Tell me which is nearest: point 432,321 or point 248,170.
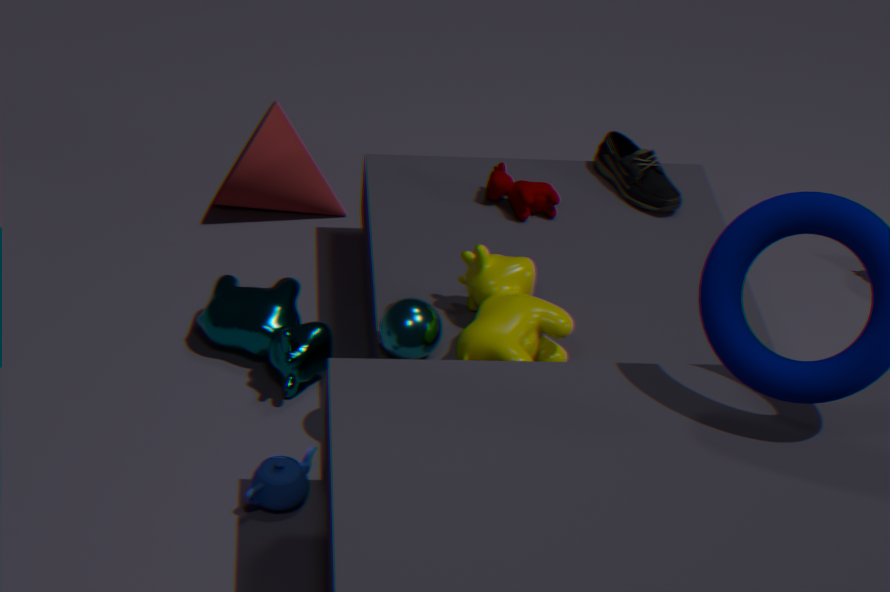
point 432,321
